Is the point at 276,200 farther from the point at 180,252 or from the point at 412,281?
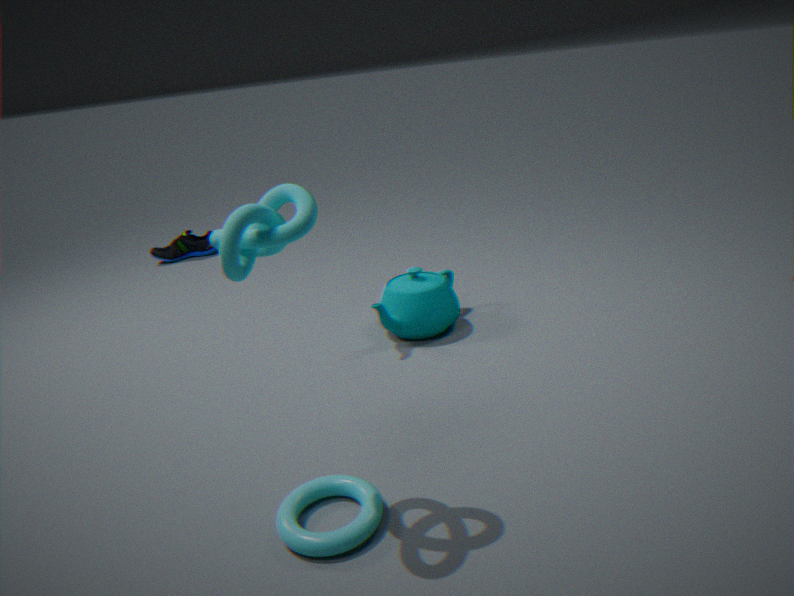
the point at 180,252
